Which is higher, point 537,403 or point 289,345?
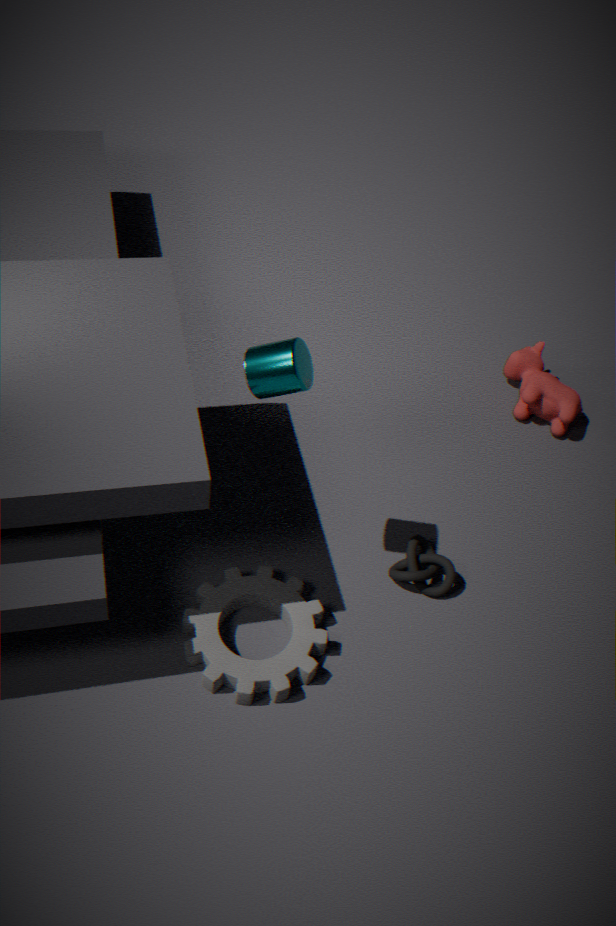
point 289,345
